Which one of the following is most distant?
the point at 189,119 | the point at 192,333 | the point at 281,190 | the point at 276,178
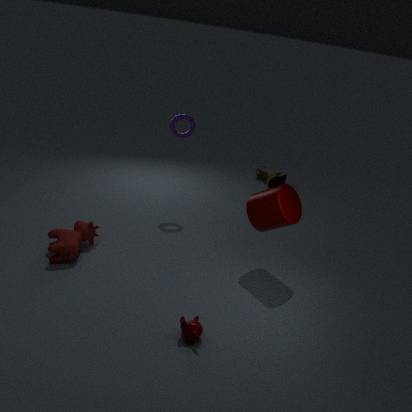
the point at 276,178
